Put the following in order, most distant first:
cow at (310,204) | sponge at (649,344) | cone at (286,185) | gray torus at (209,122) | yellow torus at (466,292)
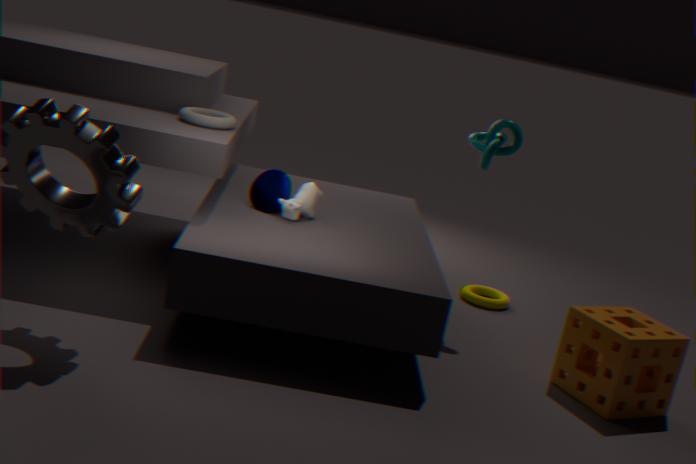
yellow torus at (466,292) < cone at (286,185) < cow at (310,204) < gray torus at (209,122) < sponge at (649,344)
